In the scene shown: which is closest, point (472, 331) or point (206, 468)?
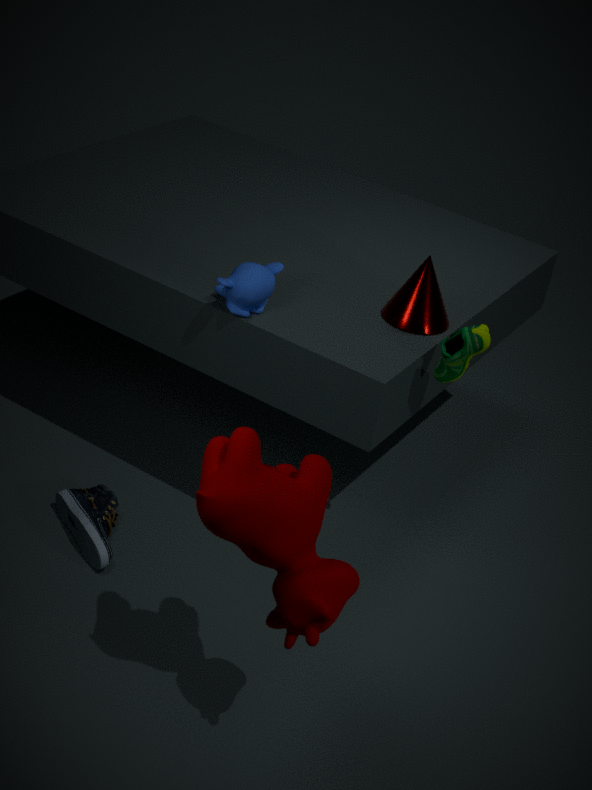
point (206, 468)
